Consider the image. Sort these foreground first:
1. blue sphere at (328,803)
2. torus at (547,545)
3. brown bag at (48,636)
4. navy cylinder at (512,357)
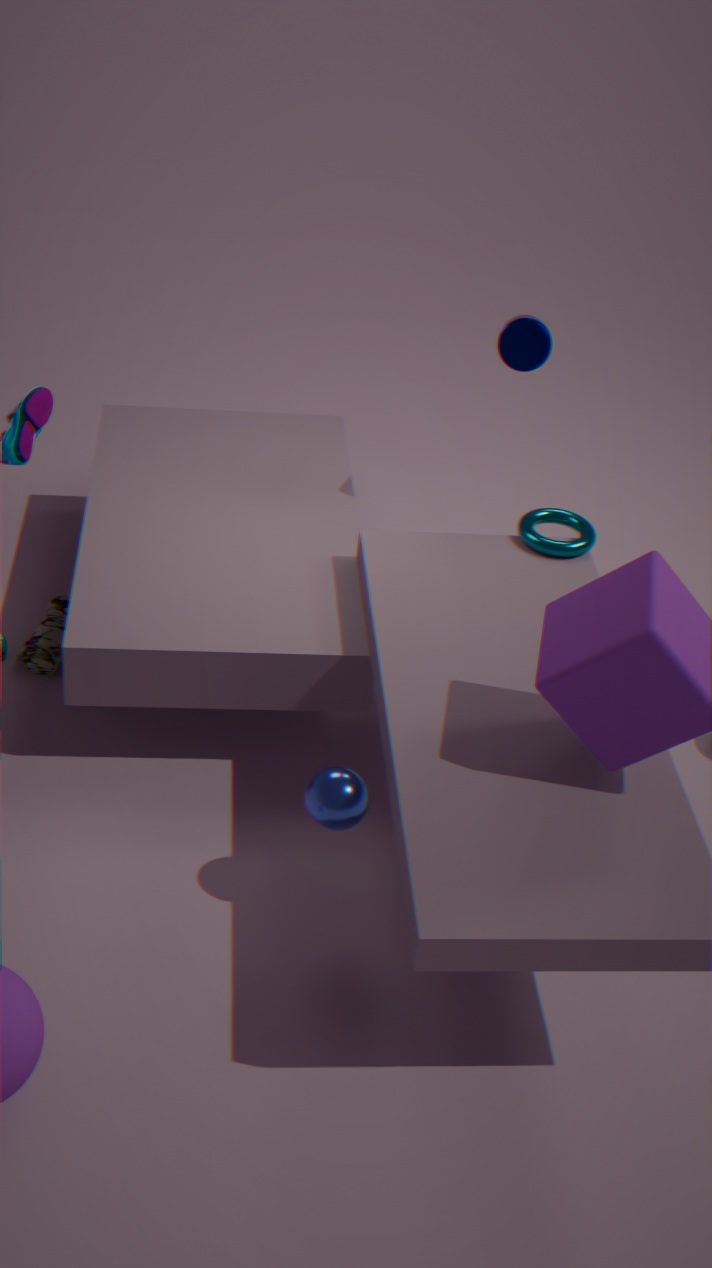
blue sphere at (328,803) < torus at (547,545) < navy cylinder at (512,357) < brown bag at (48,636)
